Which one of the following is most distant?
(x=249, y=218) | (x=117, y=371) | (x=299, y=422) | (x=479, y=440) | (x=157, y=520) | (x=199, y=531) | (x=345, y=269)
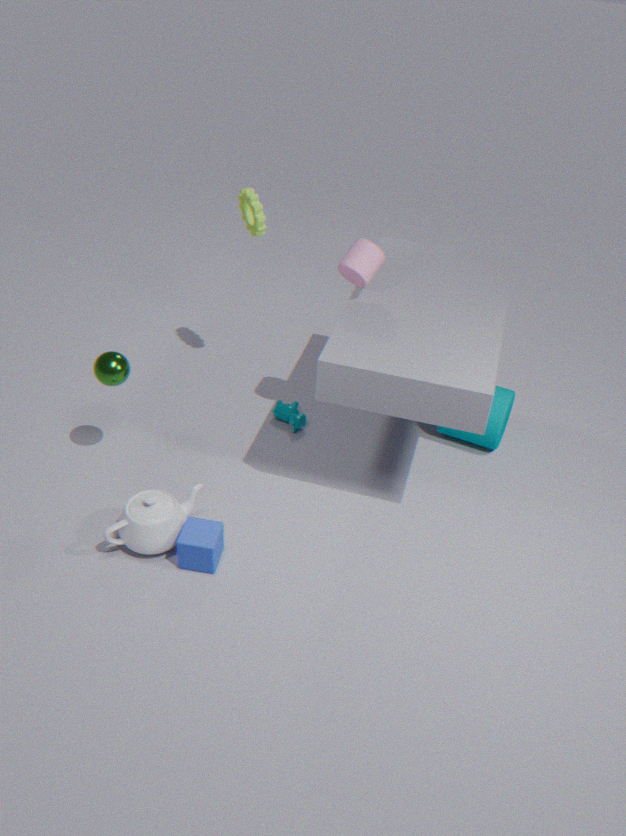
(x=299, y=422)
